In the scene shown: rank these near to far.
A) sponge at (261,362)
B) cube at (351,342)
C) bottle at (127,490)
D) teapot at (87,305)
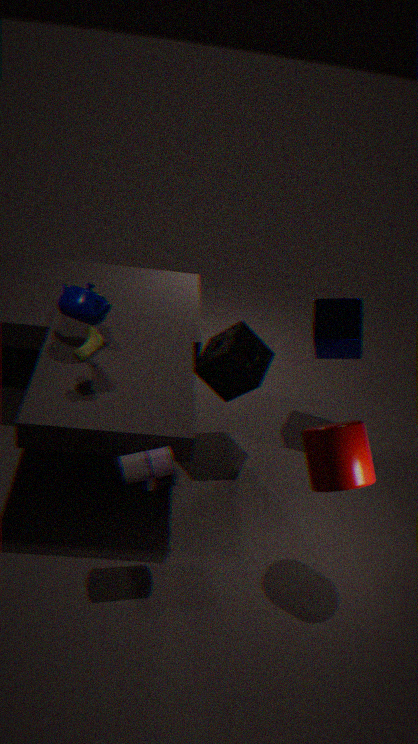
Result: bottle at (127,490) < teapot at (87,305) < sponge at (261,362) < cube at (351,342)
